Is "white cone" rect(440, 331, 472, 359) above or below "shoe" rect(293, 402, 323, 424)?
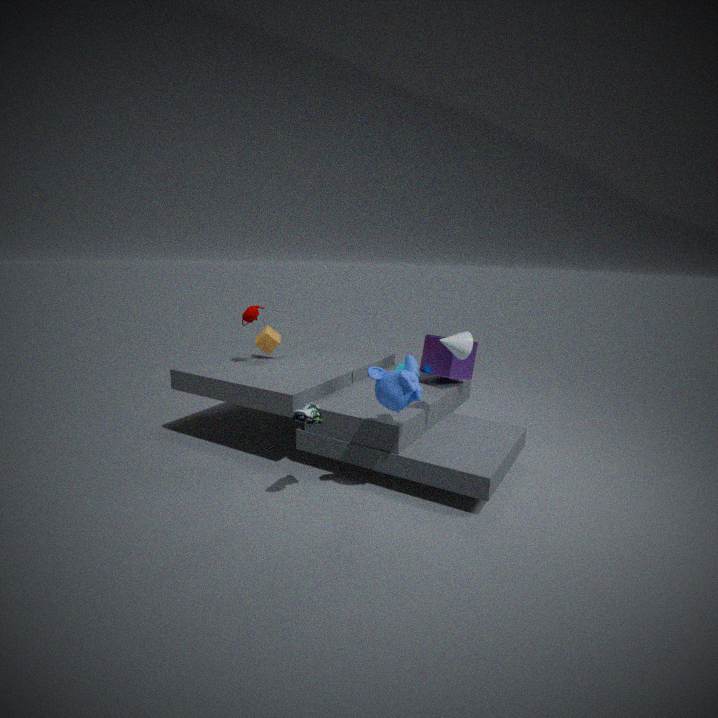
above
